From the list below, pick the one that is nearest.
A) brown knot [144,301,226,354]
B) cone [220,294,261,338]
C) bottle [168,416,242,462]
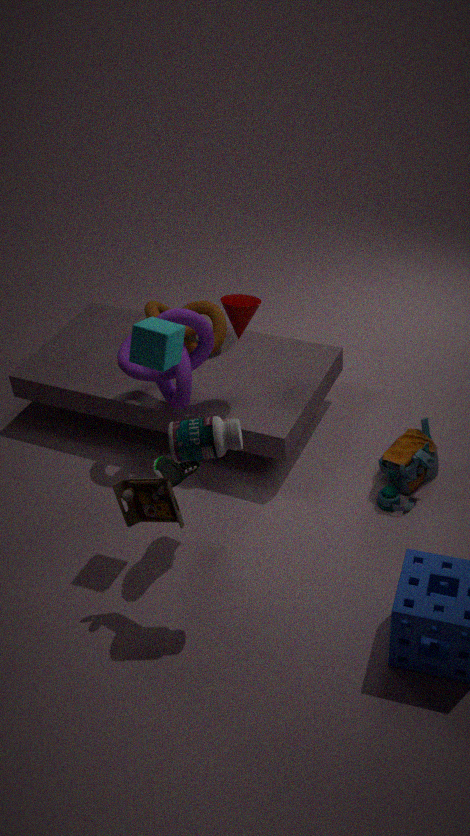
bottle [168,416,242,462]
